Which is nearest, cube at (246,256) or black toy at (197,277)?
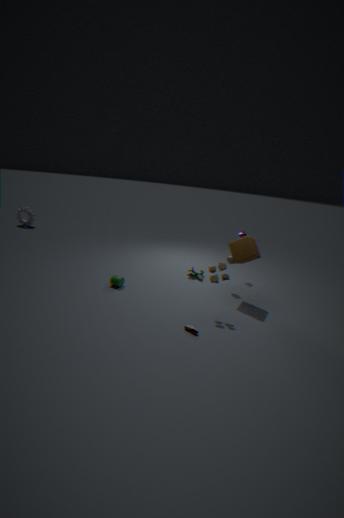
cube at (246,256)
